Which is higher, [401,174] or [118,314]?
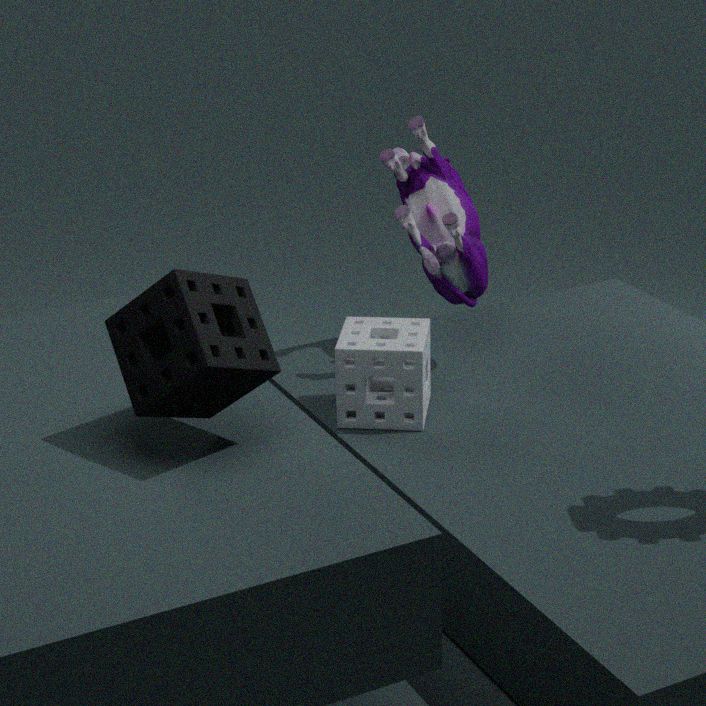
[118,314]
